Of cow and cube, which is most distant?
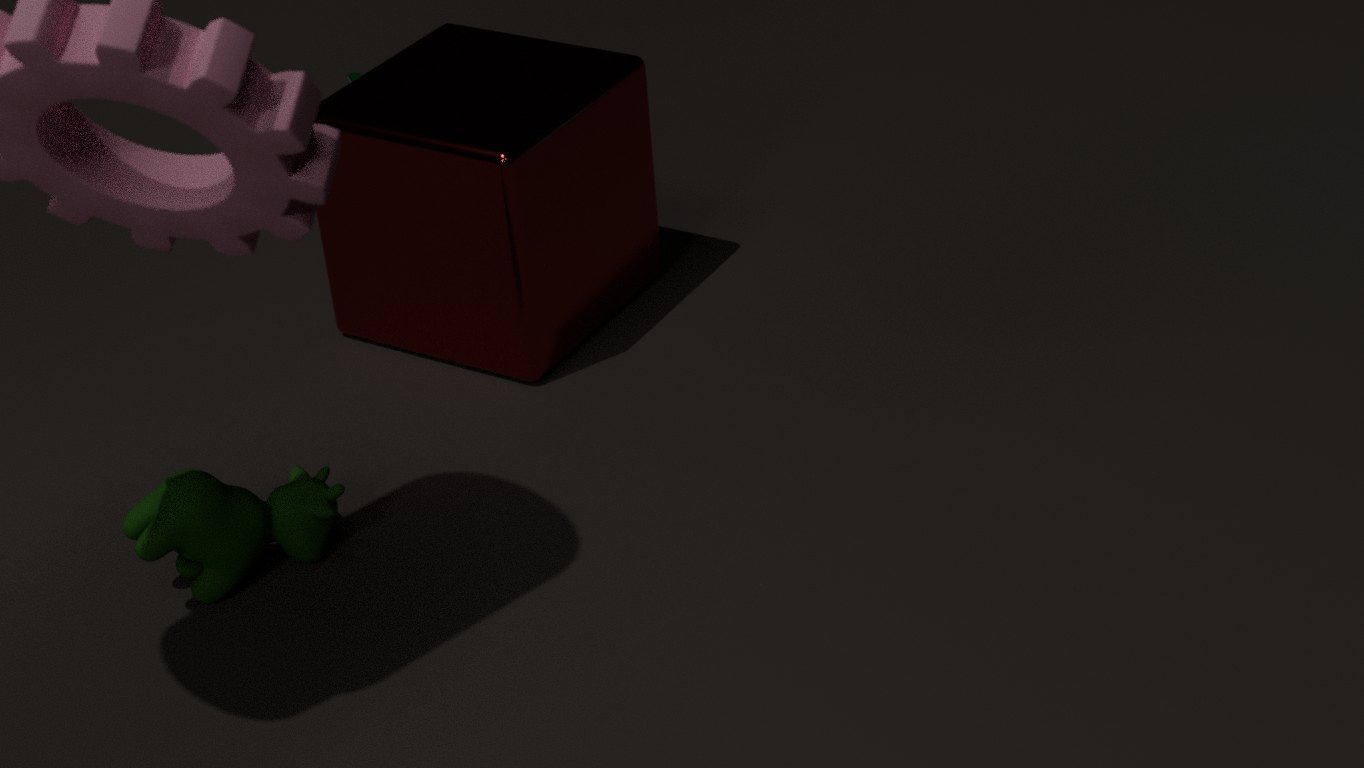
cube
